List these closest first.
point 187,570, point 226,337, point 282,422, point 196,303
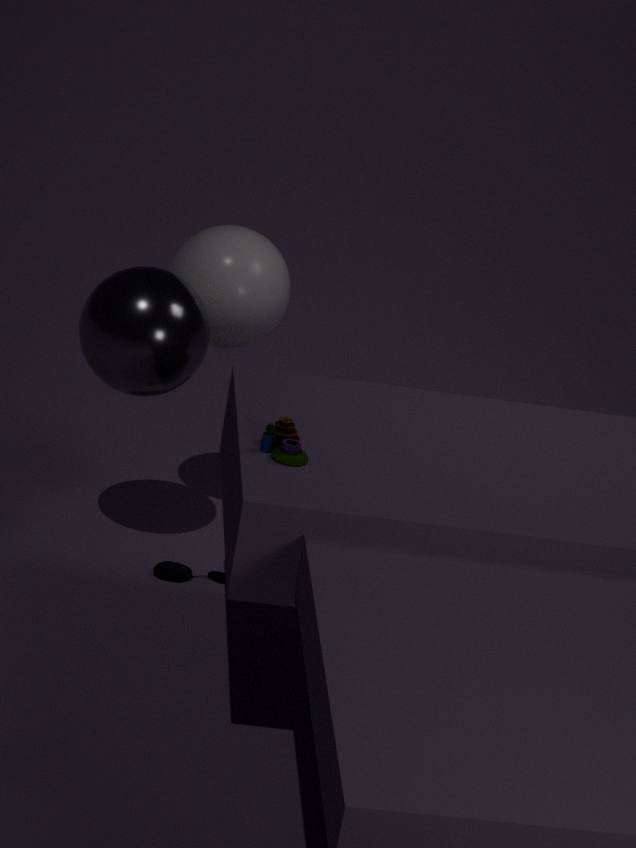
point 282,422, point 196,303, point 187,570, point 226,337
